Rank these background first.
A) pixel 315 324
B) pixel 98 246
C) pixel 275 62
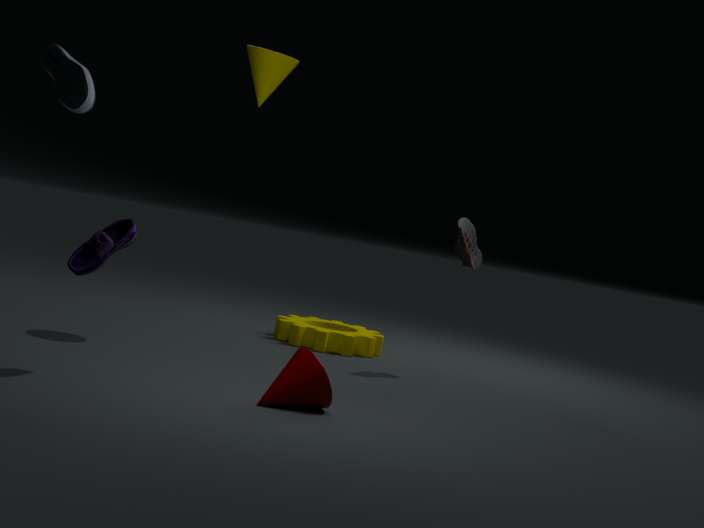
pixel 315 324 → pixel 275 62 → pixel 98 246
